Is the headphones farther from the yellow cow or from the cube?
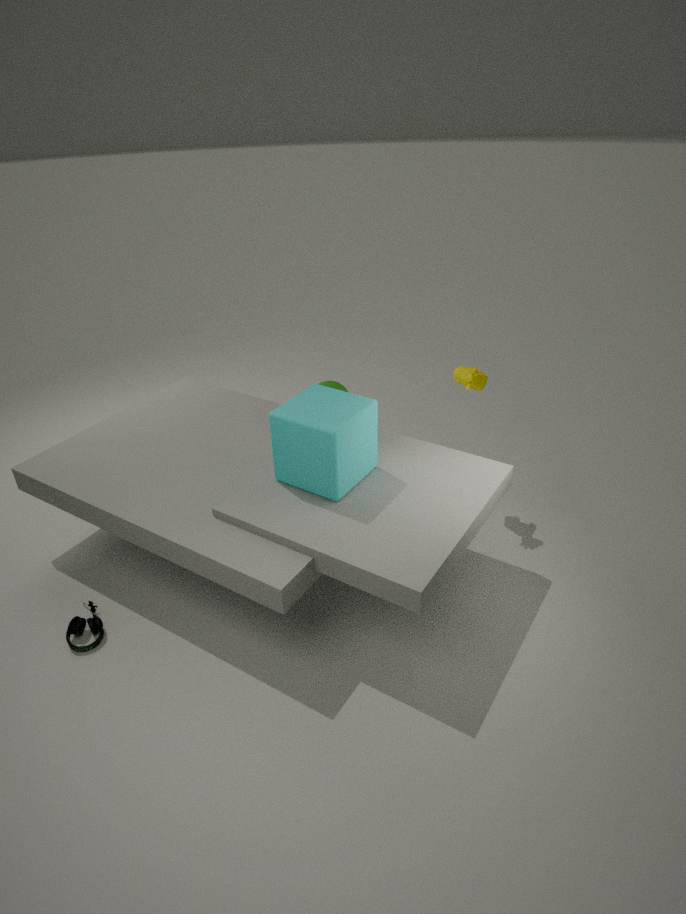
the yellow cow
